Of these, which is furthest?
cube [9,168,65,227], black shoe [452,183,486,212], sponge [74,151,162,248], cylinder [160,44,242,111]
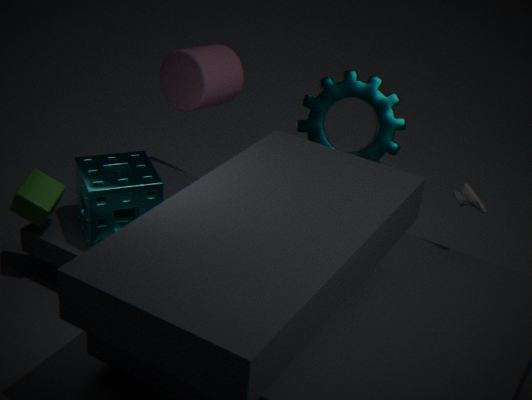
cylinder [160,44,242,111]
